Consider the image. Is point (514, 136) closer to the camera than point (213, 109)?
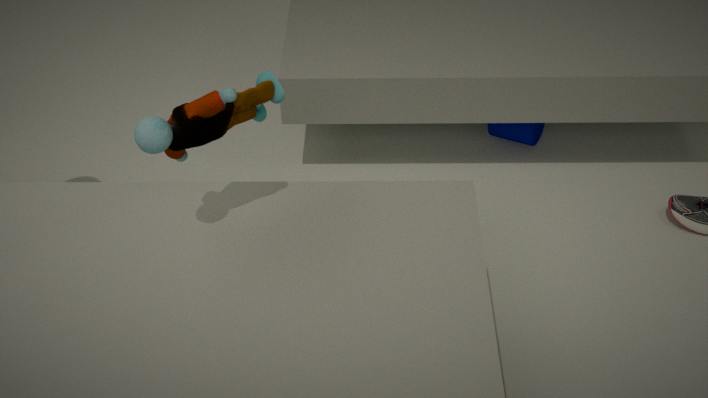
No
